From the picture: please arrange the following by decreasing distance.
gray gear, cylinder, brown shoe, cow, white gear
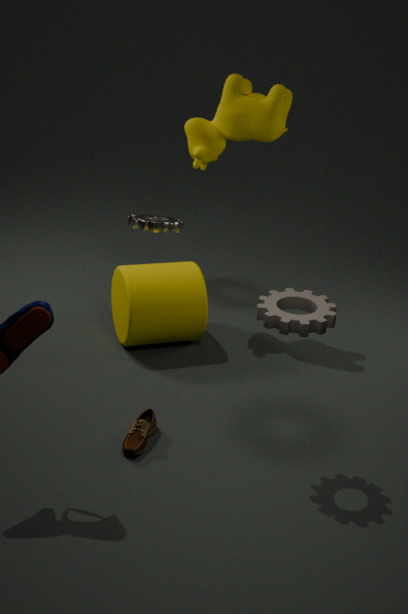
white gear, cylinder, cow, brown shoe, gray gear
